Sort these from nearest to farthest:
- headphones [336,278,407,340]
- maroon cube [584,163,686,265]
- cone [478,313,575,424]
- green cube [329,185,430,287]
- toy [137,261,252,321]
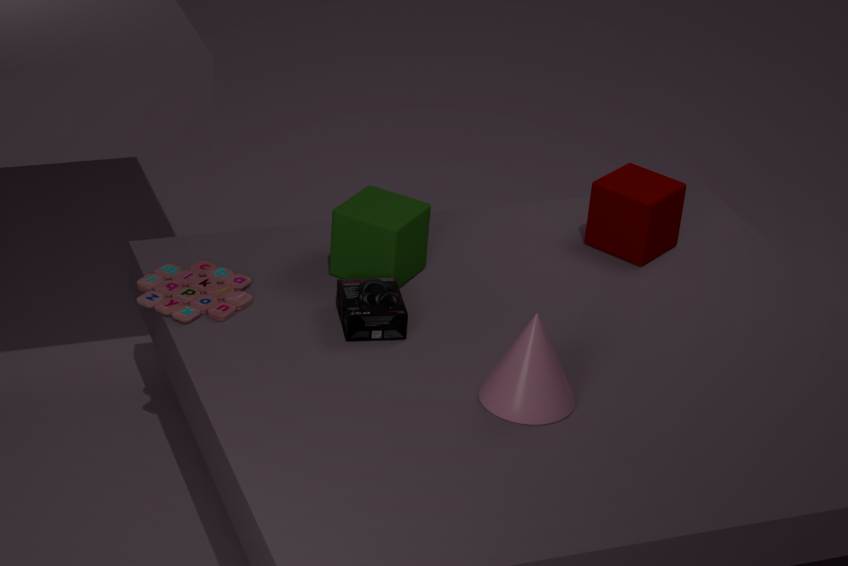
cone [478,313,575,424], headphones [336,278,407,340], toy [137,261,252,321], green cube [329,185,430,287], maroon cube [584,163,686,265]
